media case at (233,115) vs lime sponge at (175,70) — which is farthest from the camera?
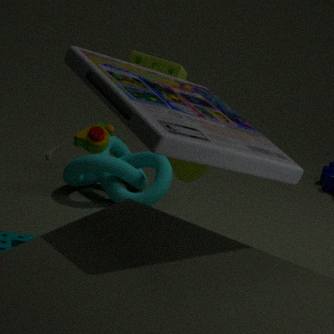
lime sponge at (175,70)
